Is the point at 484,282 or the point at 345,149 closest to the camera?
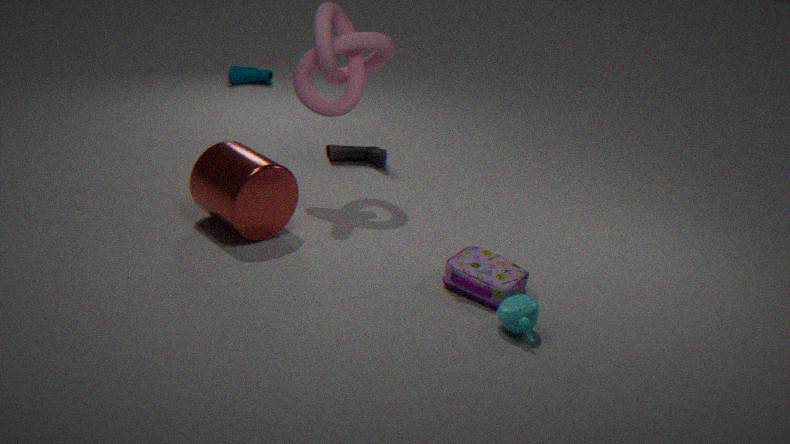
the point at 484,282
